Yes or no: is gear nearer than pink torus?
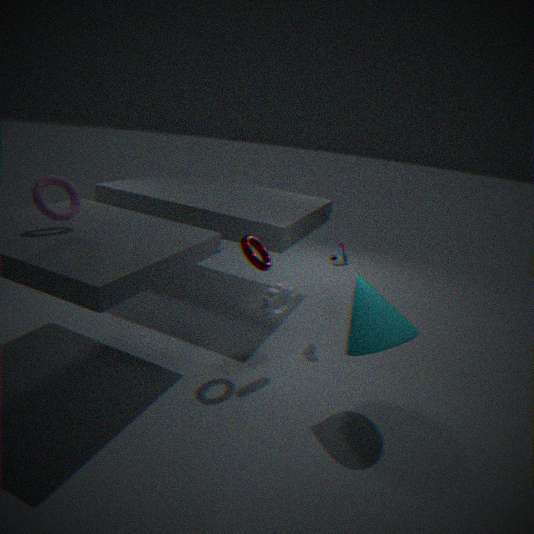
No
